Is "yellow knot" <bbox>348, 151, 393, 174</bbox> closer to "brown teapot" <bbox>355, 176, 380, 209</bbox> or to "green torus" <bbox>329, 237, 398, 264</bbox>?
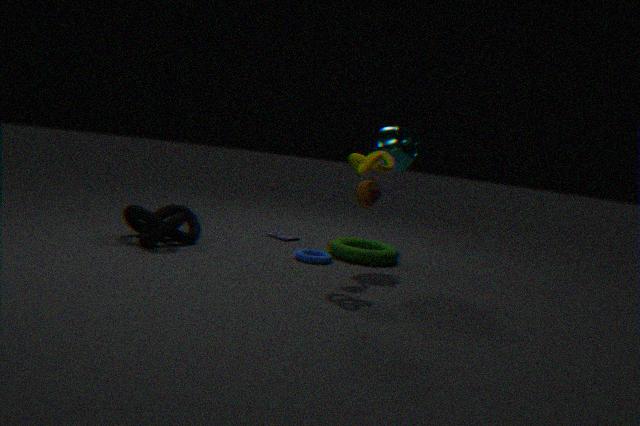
"brown teapot" <bbox>355, 176, 380, 209</bbox>
